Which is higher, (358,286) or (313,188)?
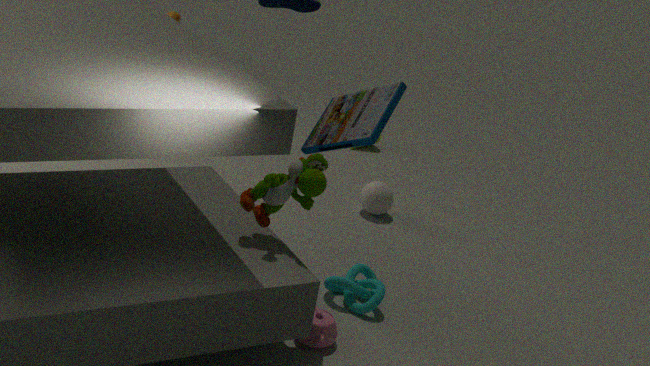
(313,188)
